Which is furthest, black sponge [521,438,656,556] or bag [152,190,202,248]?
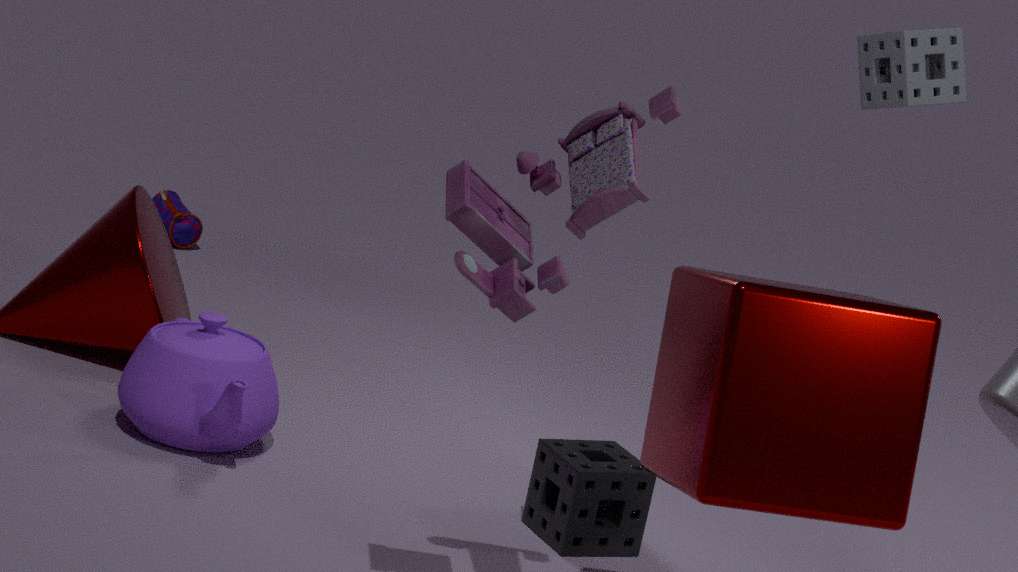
bag [152,190,202,248]
